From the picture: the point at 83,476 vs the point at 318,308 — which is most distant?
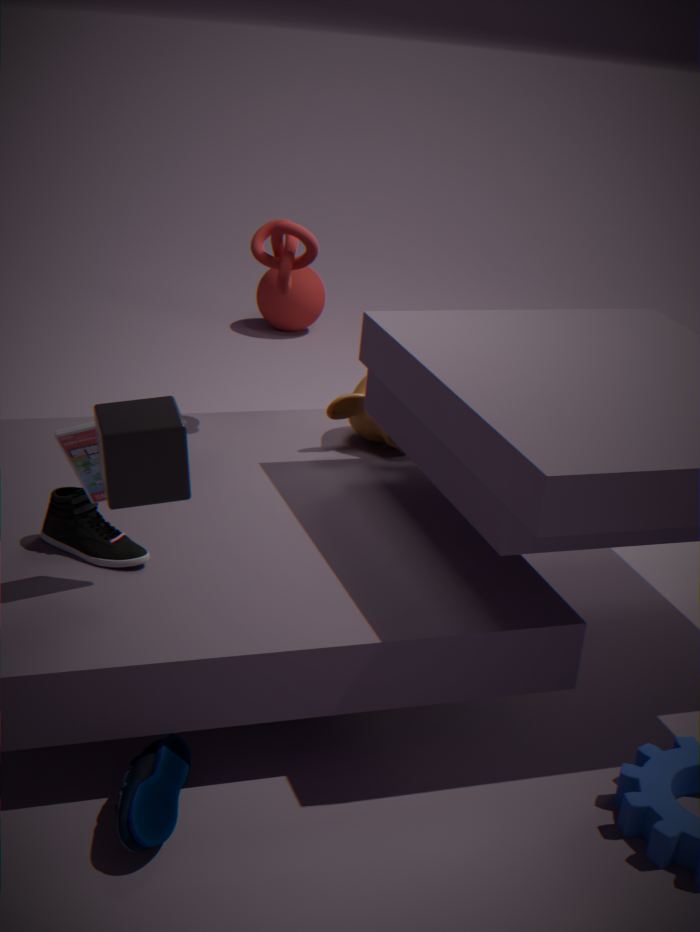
the point at 318,308
